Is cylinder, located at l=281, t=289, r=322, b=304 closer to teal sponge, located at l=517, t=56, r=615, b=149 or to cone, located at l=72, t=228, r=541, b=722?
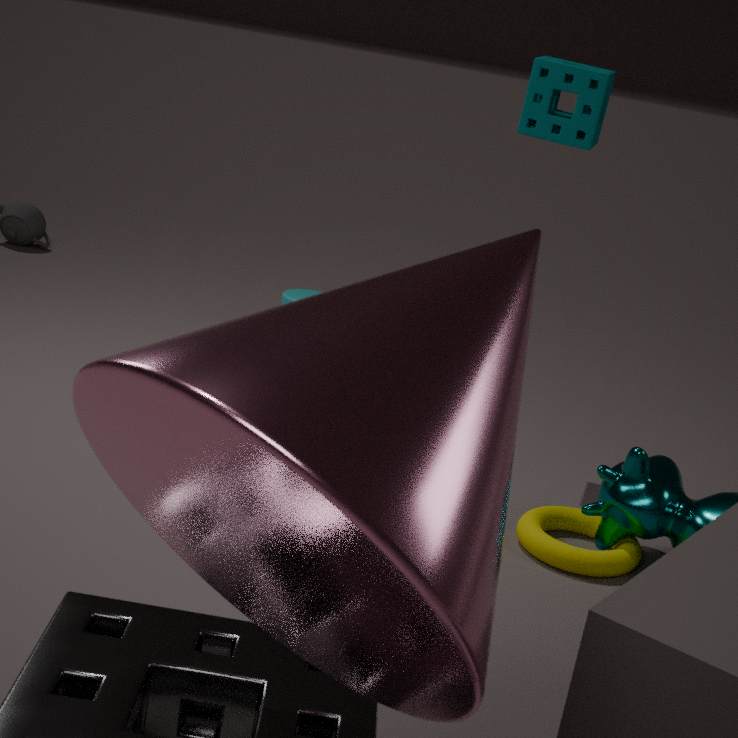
teal sponge, located at l=517, t=56, r=615, b=149
